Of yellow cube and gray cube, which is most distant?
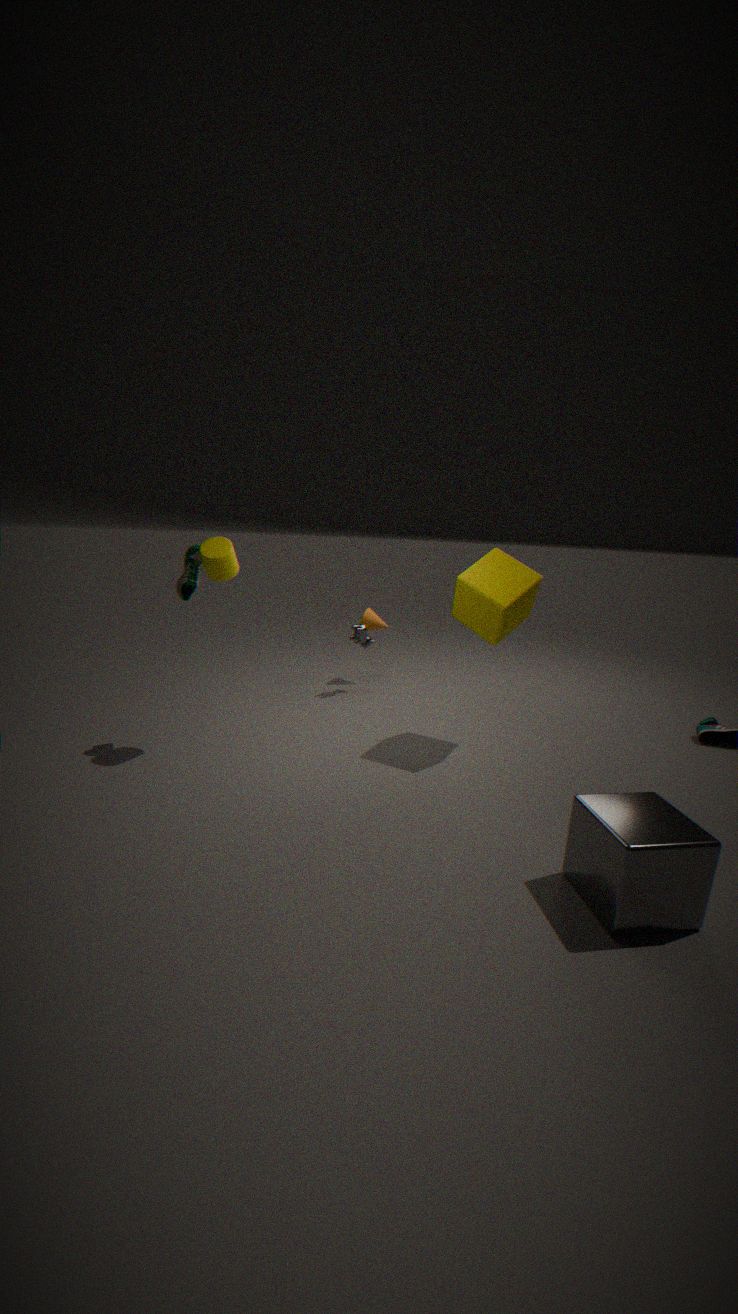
yellow cube
